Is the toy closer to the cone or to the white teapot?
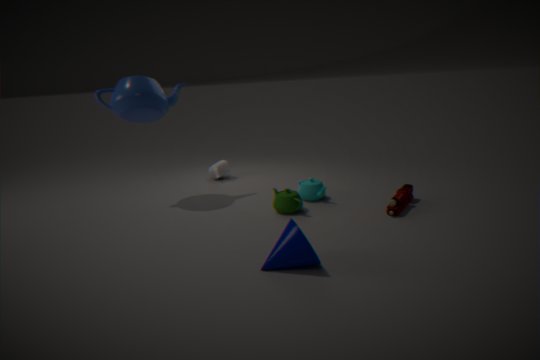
the cone
